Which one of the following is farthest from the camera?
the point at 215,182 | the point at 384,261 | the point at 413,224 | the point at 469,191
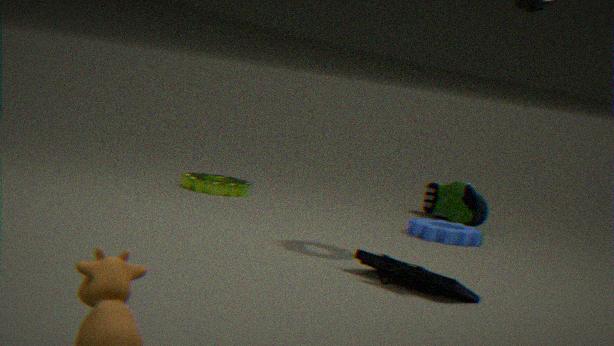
the point at 469,191
